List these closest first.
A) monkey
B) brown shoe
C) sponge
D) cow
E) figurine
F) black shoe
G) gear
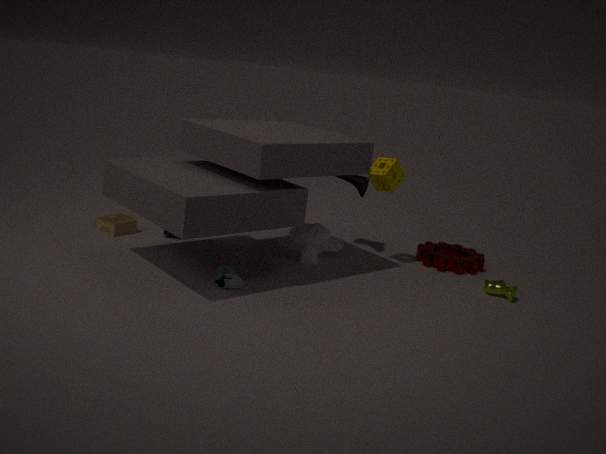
black shoe < cow < sponge < monkey < figurine < gear < brown shoe
